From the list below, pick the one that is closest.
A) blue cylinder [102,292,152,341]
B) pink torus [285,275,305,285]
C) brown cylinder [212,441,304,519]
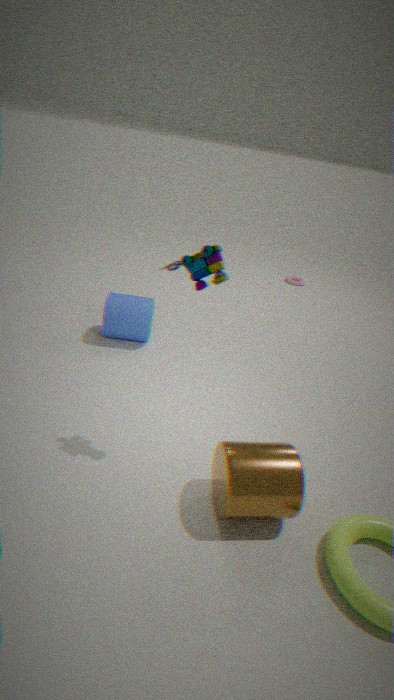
brown cylinder [212,441,304,519]
